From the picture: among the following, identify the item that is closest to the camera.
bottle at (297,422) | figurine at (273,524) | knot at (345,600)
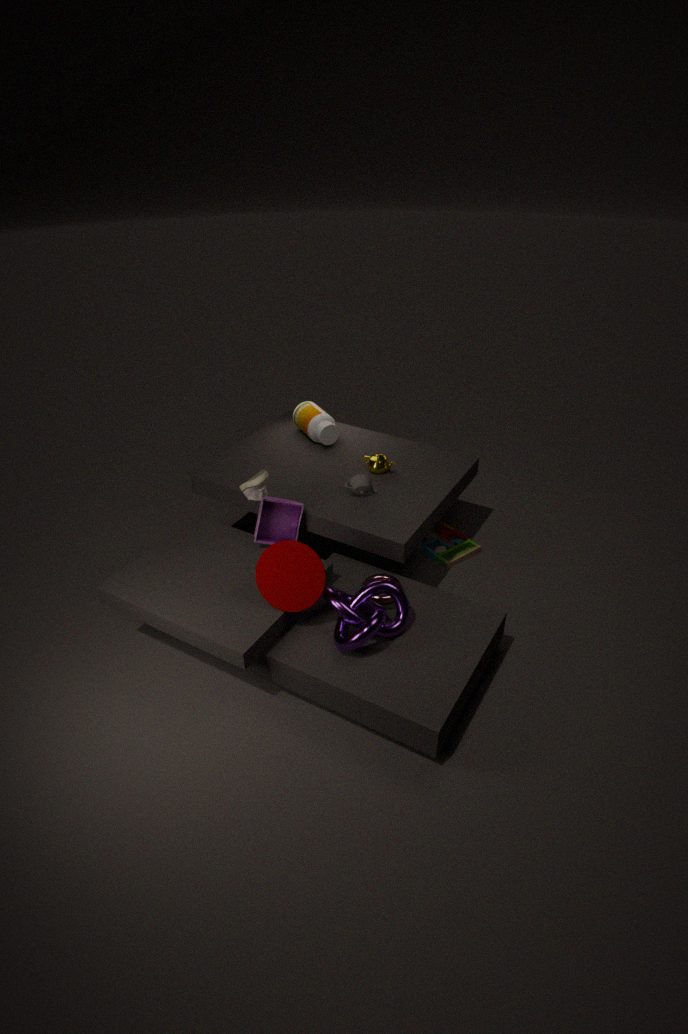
knot at (345,600)
